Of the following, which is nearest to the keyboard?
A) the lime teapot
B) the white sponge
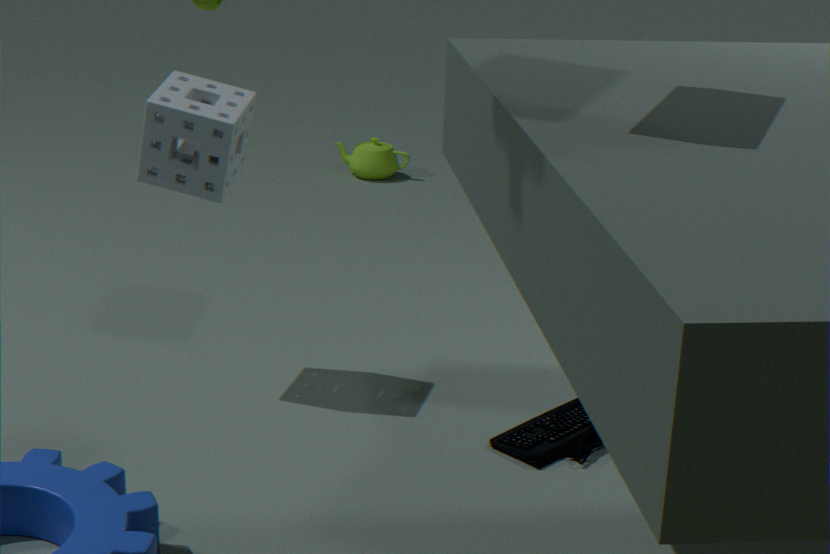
the white sponge
